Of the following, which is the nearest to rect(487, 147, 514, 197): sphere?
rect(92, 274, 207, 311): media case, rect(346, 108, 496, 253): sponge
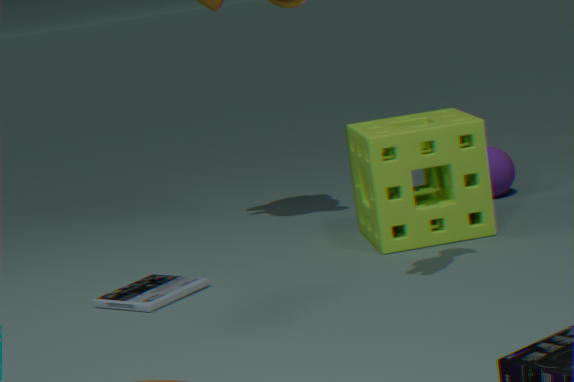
rect(346, 108, 496, 253): sponge
